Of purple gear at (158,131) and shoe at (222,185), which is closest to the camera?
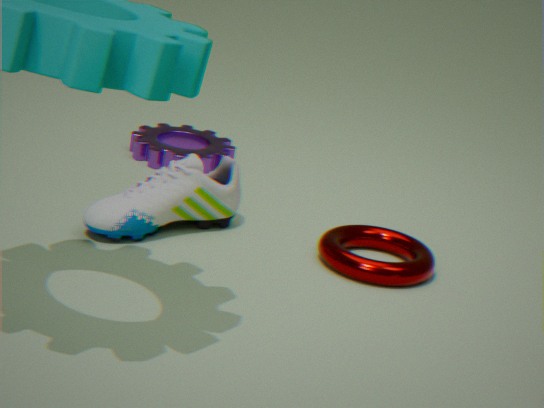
shoe at (222,185)
